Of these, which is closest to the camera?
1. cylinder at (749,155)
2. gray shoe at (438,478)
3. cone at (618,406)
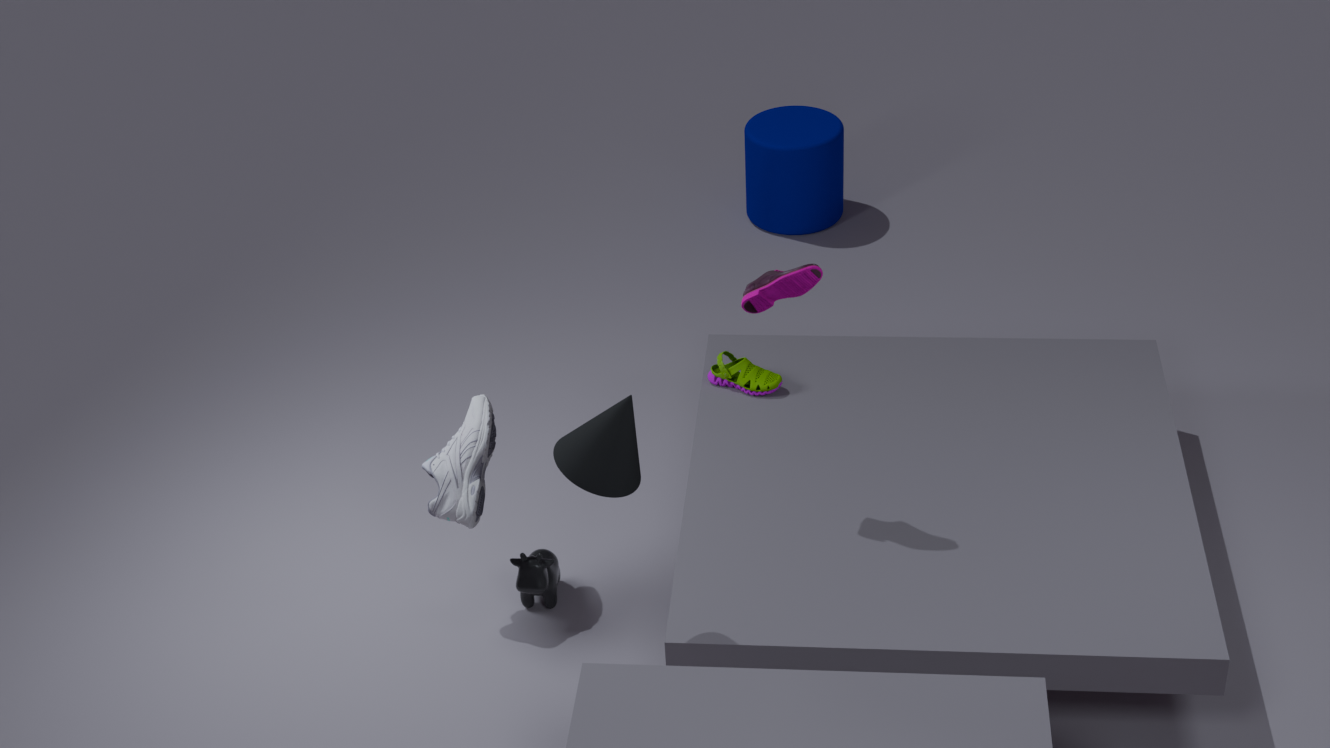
cone at (618,406)
